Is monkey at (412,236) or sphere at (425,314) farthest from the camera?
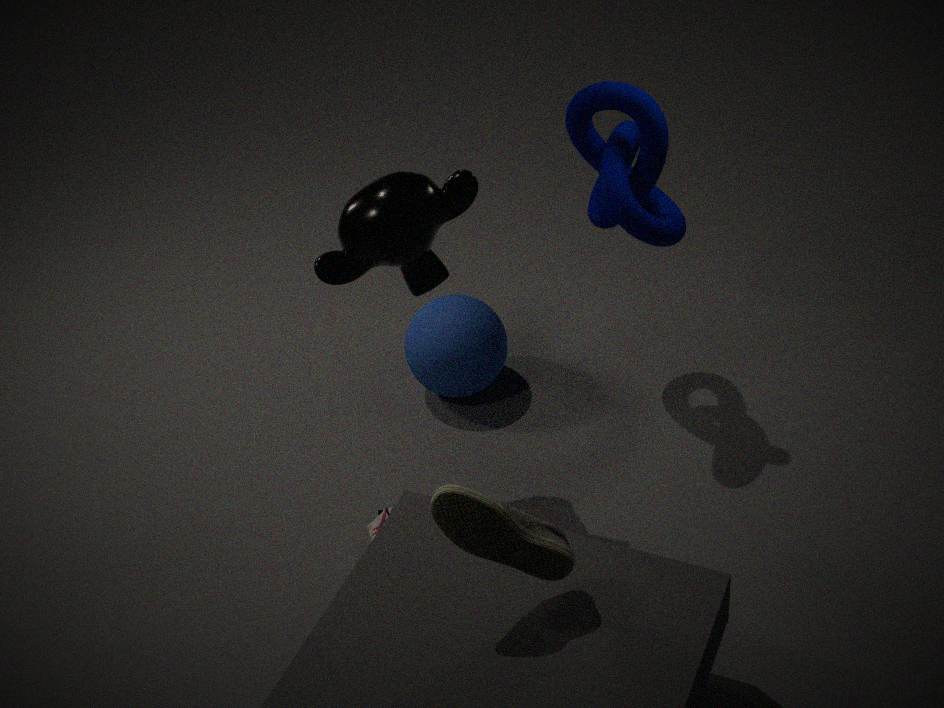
sphere at (425,314)
